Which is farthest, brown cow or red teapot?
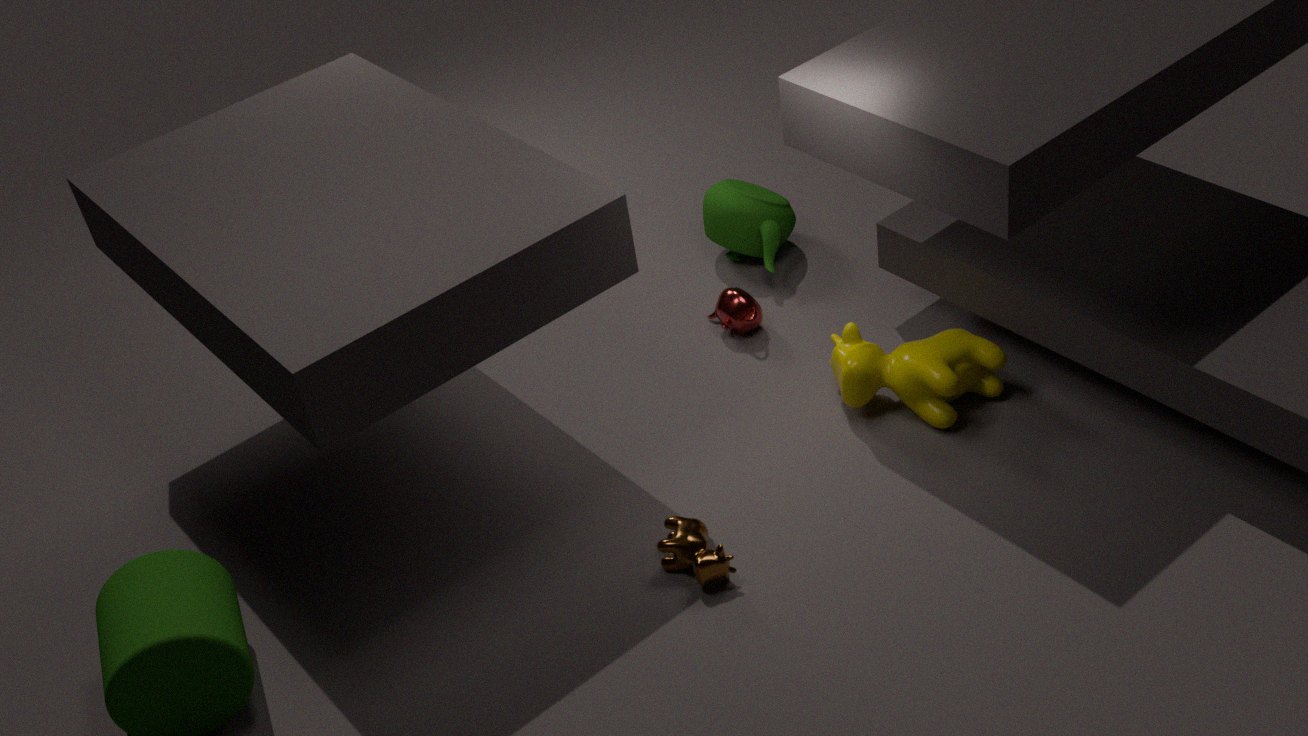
red teapot
